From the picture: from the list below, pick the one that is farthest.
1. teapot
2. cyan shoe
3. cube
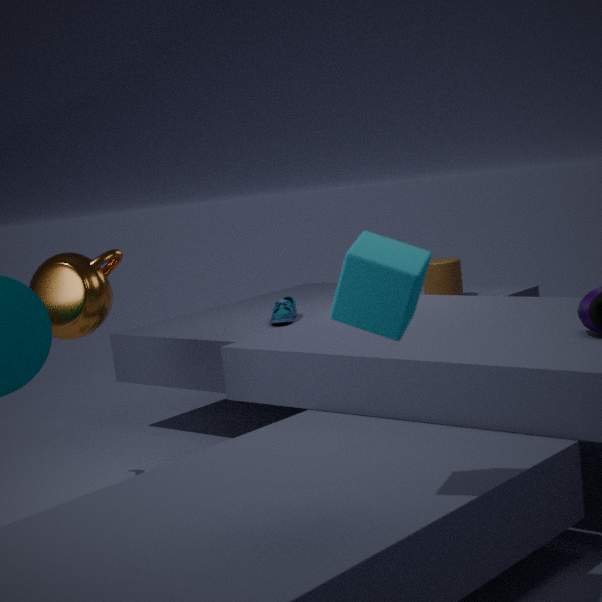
cyan shoe
